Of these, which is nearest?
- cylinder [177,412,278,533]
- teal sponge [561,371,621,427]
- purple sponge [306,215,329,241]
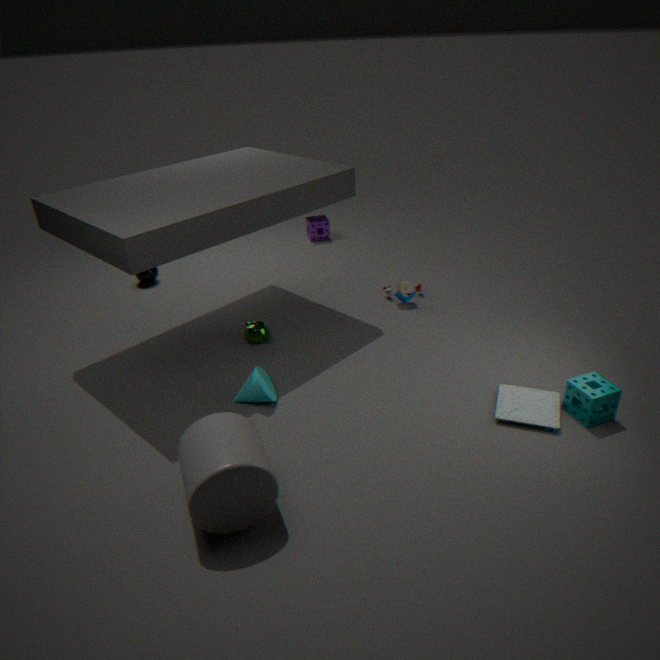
cylinder [177,412,278,533]
